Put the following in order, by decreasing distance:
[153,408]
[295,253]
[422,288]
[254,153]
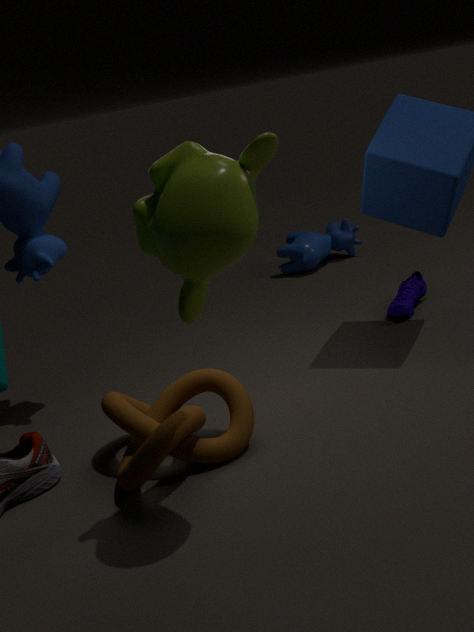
[295,253], [422,288], [153,408], [254,153]
